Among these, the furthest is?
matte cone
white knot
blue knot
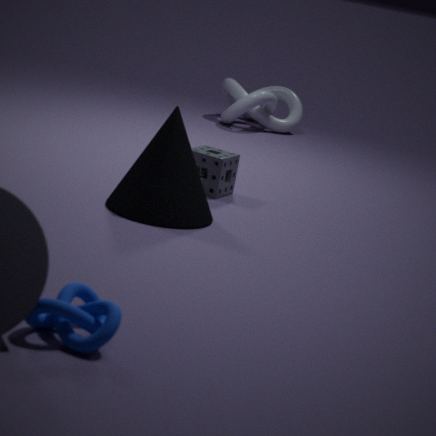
white knot
